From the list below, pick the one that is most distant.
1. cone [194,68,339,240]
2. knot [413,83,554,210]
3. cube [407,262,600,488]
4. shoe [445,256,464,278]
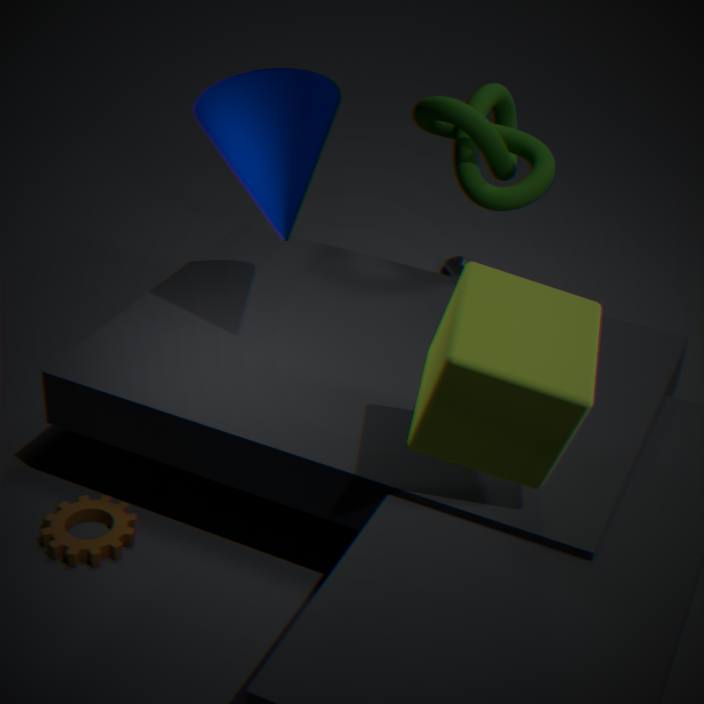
shoe [445,256,464,278]
